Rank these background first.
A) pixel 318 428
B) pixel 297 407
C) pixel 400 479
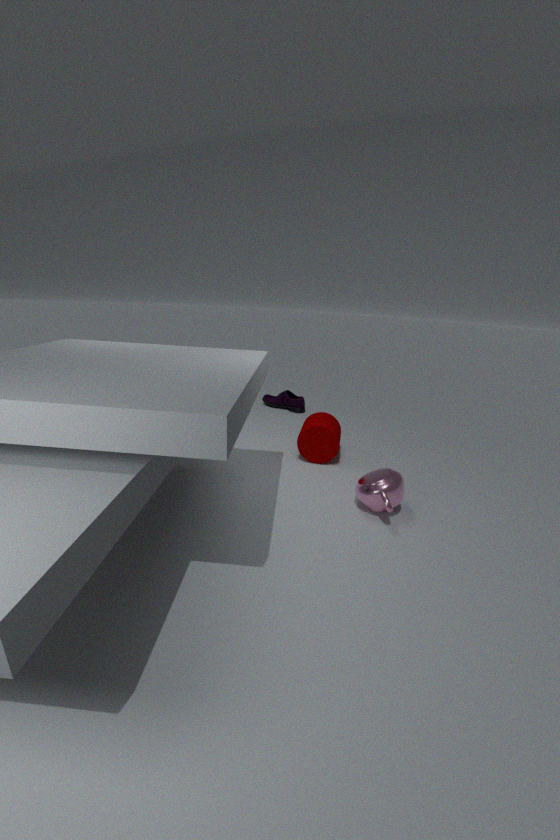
B. pixel 297 407 < A. pixel 318 428 < C. pixel 400 479
